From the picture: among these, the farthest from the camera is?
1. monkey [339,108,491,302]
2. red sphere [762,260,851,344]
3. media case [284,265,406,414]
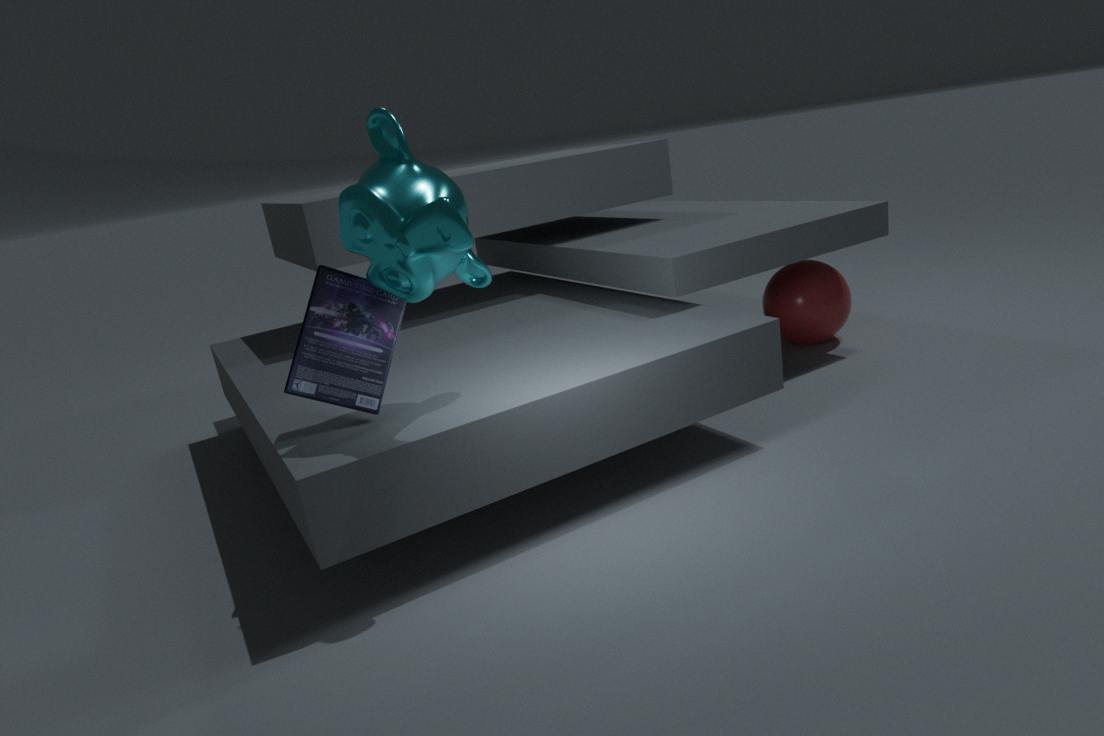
red sphere [762,260,851,344]
